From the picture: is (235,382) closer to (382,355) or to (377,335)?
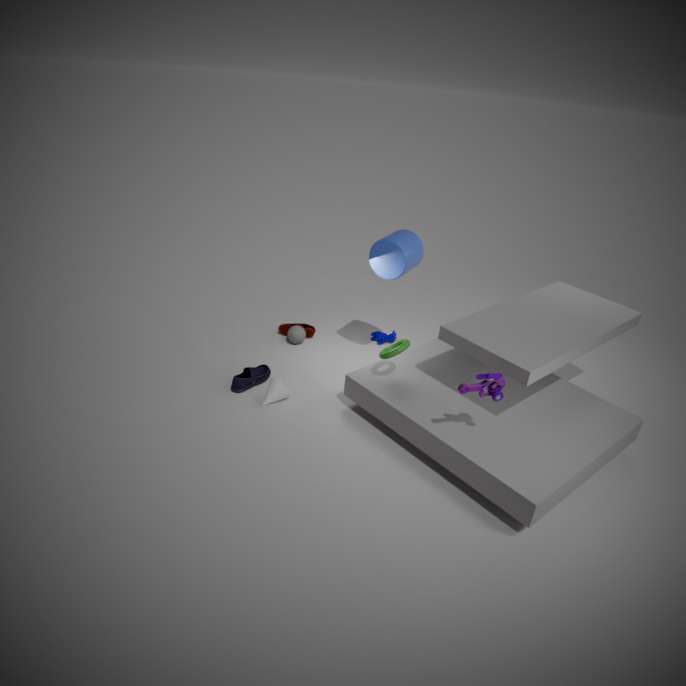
(382,355)
